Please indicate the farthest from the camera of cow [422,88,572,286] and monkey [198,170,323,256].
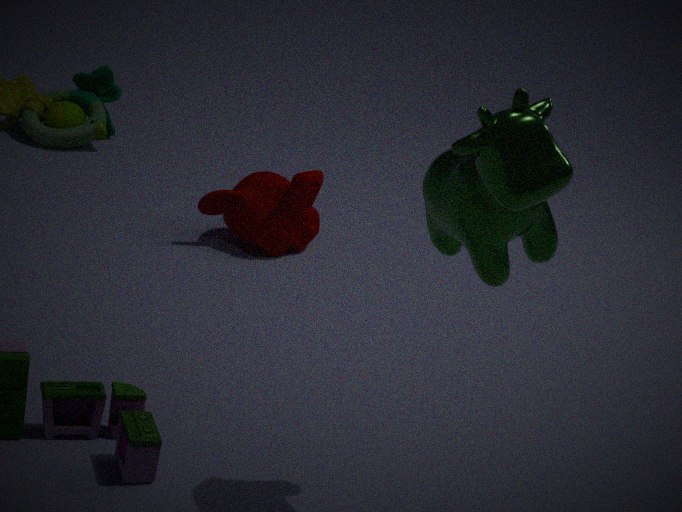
monkey [198,170,323,256]
